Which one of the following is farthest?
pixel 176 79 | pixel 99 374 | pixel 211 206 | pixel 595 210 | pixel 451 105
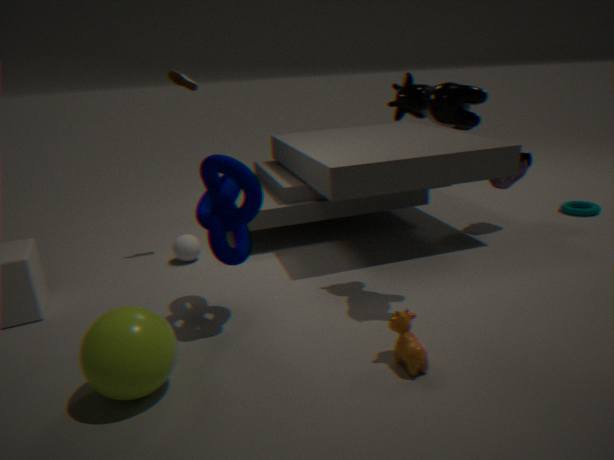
pixel 595 210
